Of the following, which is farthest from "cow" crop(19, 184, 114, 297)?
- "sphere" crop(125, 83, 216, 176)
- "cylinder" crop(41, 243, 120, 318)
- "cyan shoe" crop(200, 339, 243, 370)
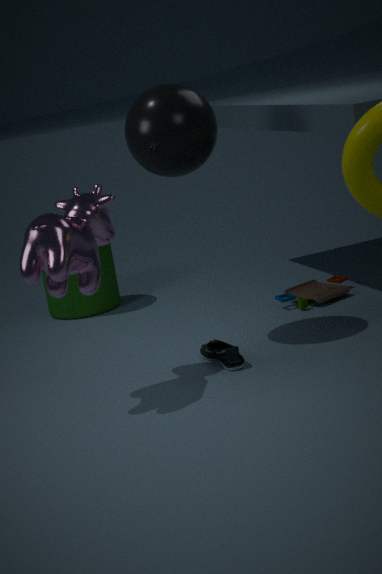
"cylinder" crop(41, 243, 120, 318)
